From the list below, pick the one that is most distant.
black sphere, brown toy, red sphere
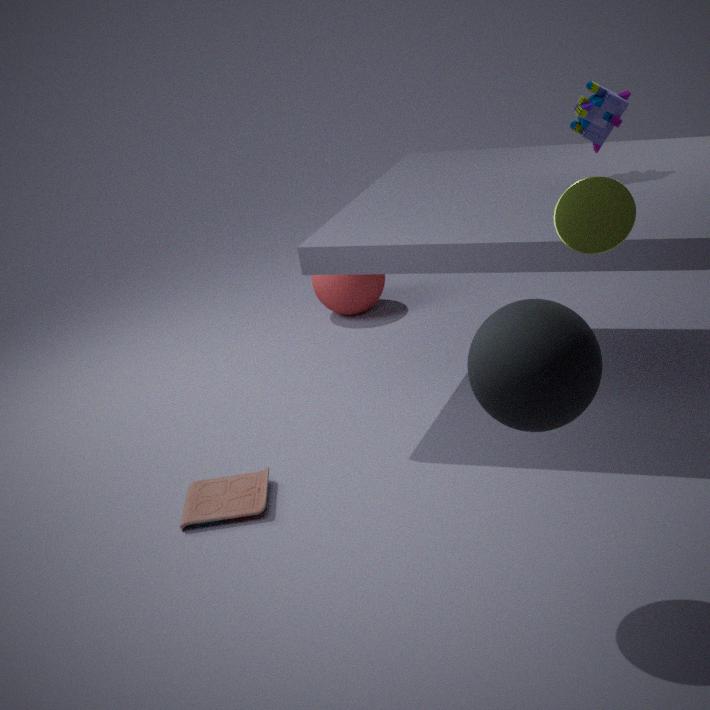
red sphere
